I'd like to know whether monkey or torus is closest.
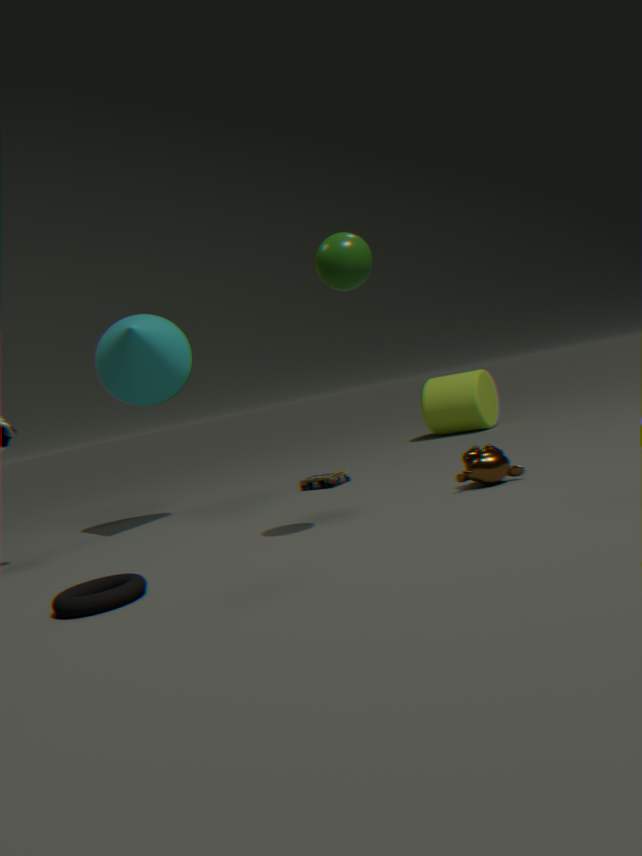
torus
